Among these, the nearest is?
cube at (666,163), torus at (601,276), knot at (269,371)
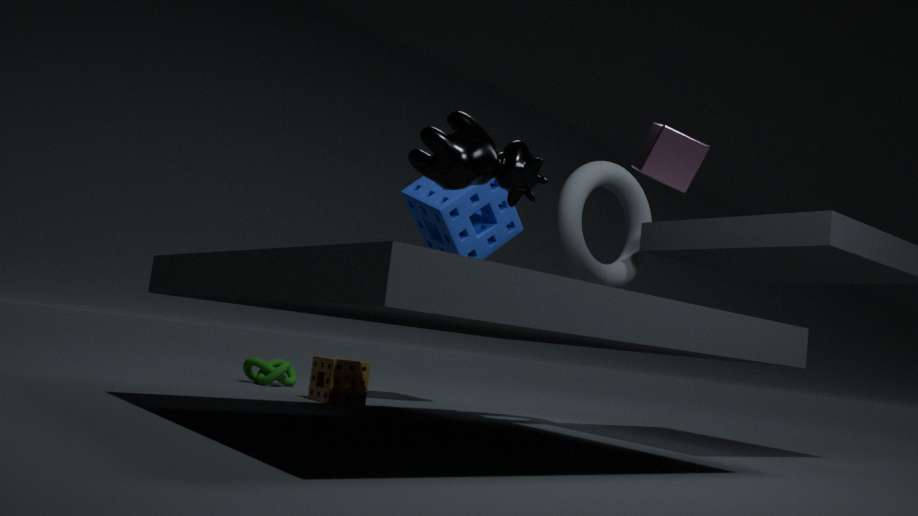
cube at (666,163)
